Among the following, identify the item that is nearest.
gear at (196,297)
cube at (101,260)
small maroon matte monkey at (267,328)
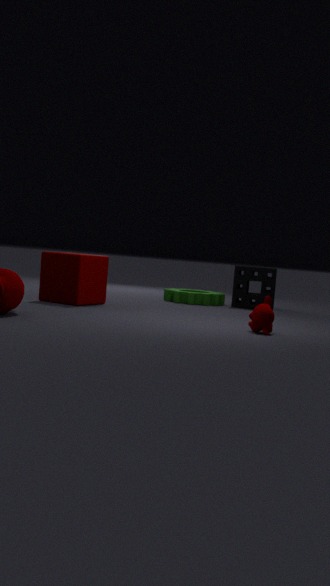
small maroon matte monkey at (267,328)
